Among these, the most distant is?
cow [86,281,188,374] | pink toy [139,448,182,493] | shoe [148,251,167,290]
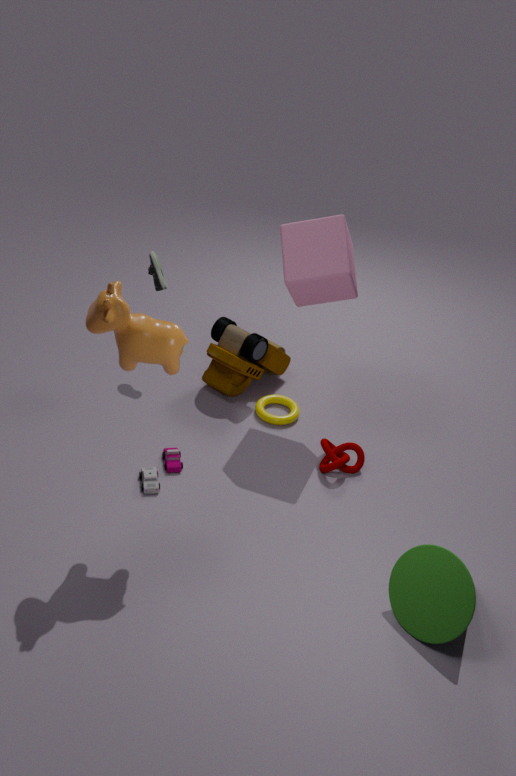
shoe [148,251,167,290]
